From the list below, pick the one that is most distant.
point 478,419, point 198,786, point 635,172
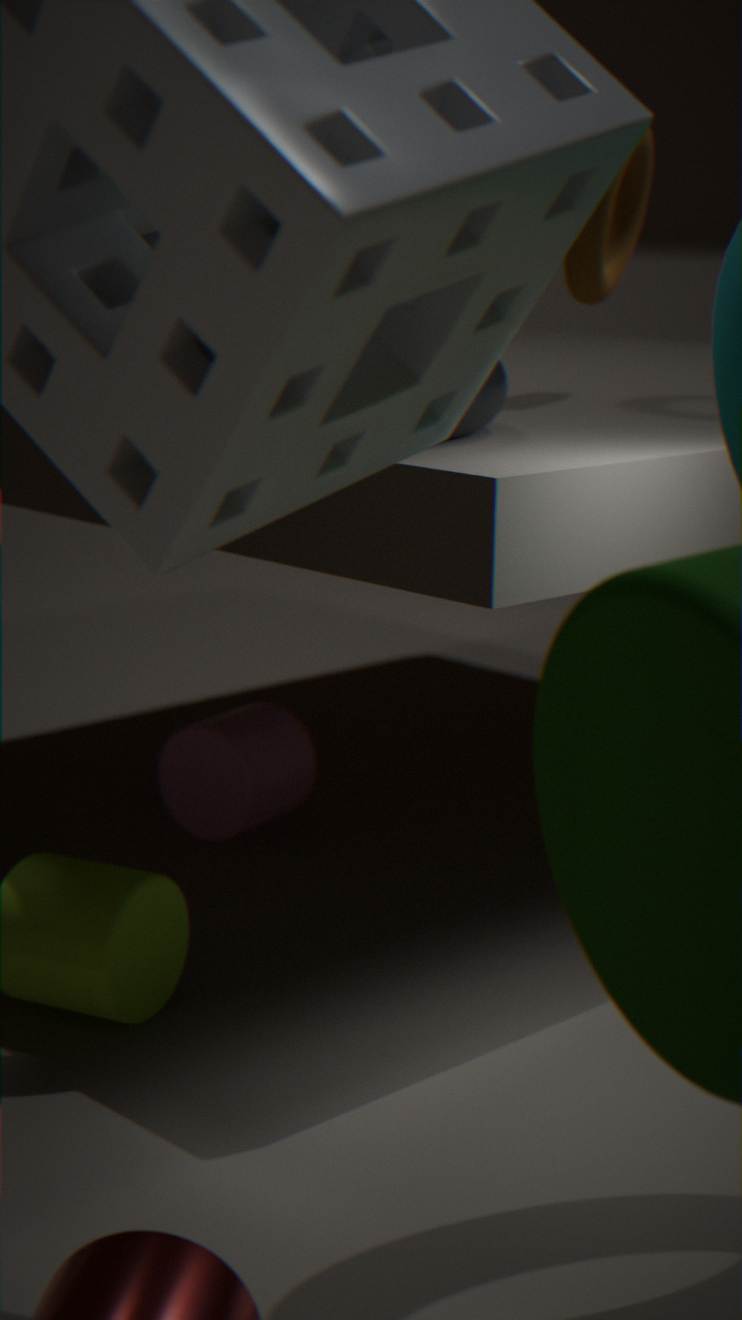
point 198,786
